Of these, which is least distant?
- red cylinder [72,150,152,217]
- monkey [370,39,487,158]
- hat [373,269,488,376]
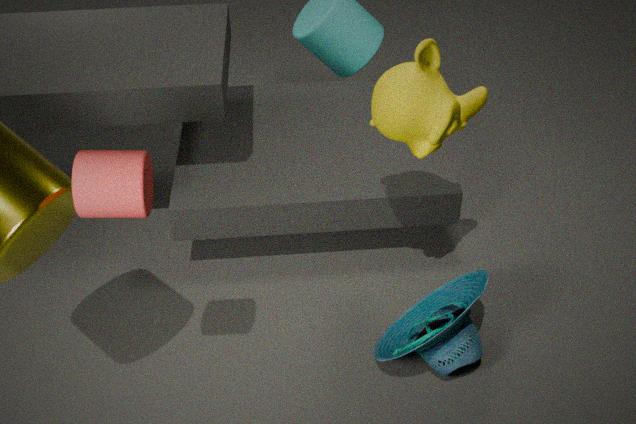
red cylinder [72,150,152,217]
